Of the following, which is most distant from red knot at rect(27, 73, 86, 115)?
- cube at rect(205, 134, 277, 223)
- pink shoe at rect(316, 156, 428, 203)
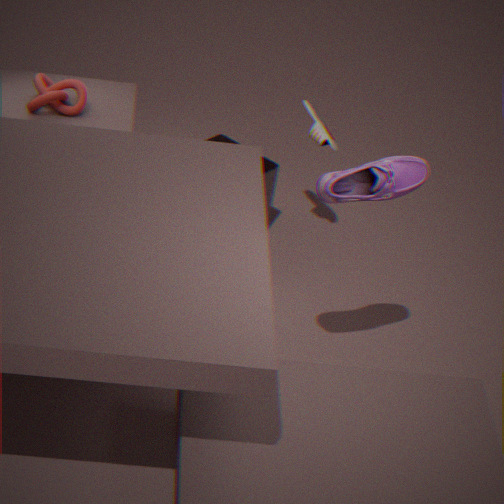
pink shoe at rect(316, 156, 428, 203)
